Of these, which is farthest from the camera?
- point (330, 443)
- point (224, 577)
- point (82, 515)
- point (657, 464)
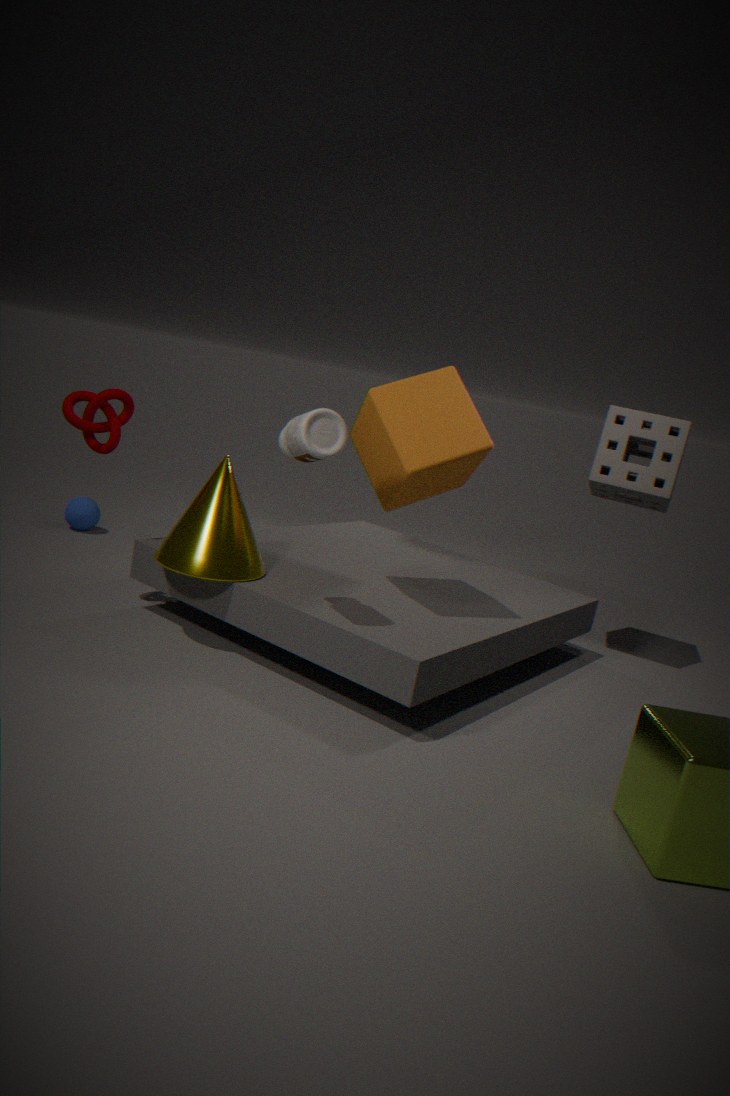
point (82, 515)
